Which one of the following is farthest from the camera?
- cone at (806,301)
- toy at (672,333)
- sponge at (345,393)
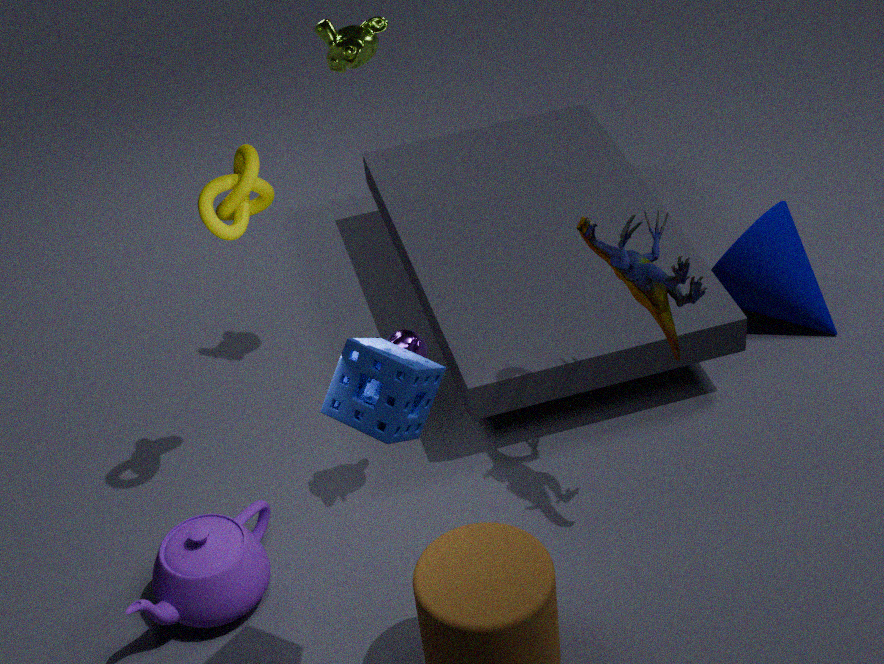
cone at (806,301)
